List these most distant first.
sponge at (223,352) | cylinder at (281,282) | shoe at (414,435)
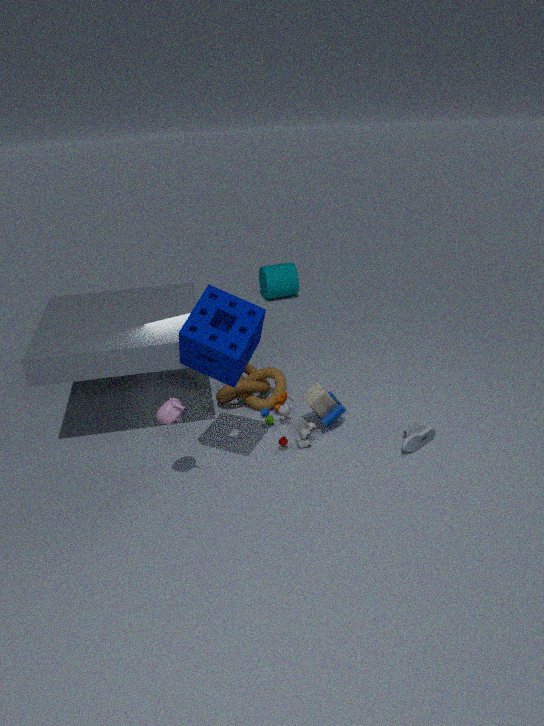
cylinder at (281,282), shoe at (414,435), sponge at (223,352)
